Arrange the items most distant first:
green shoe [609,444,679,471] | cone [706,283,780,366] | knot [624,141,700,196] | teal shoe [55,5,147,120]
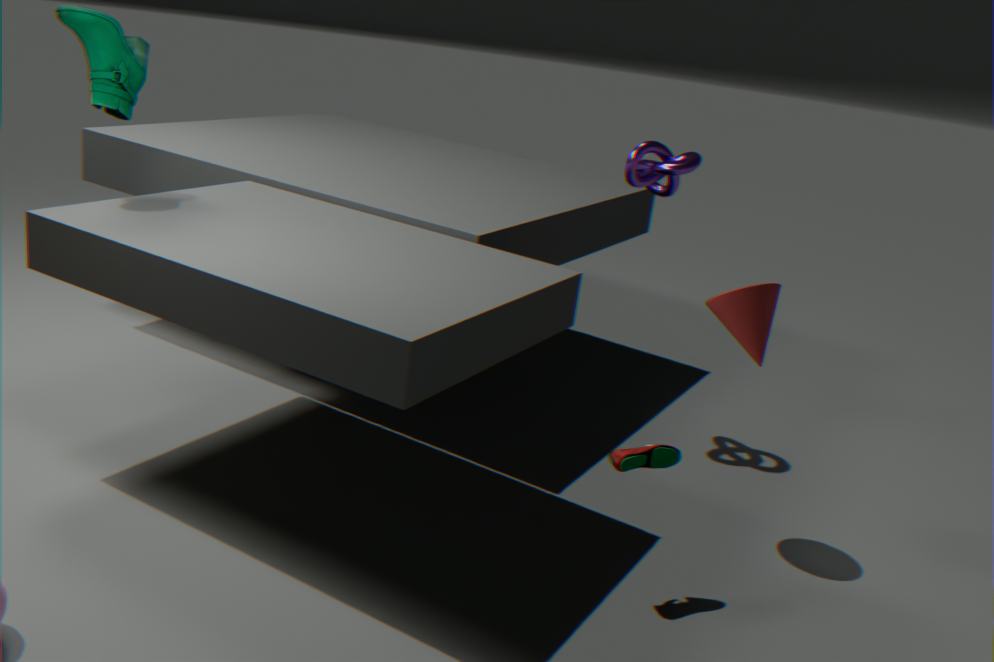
knot [624,141,700,196] → teal shoe [55,5,147,120] → cone [706,283,780,366] → green shoe [609,444,679,471]
